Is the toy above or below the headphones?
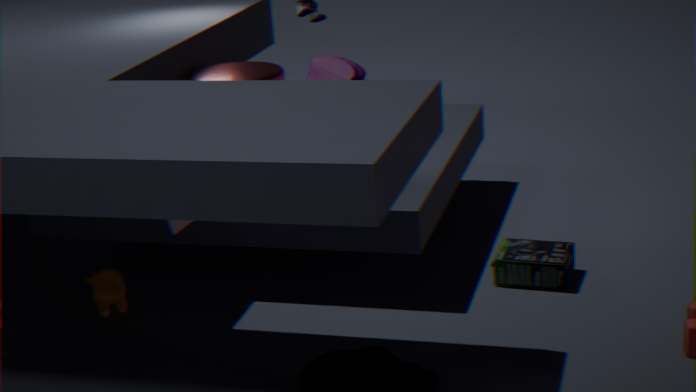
above
